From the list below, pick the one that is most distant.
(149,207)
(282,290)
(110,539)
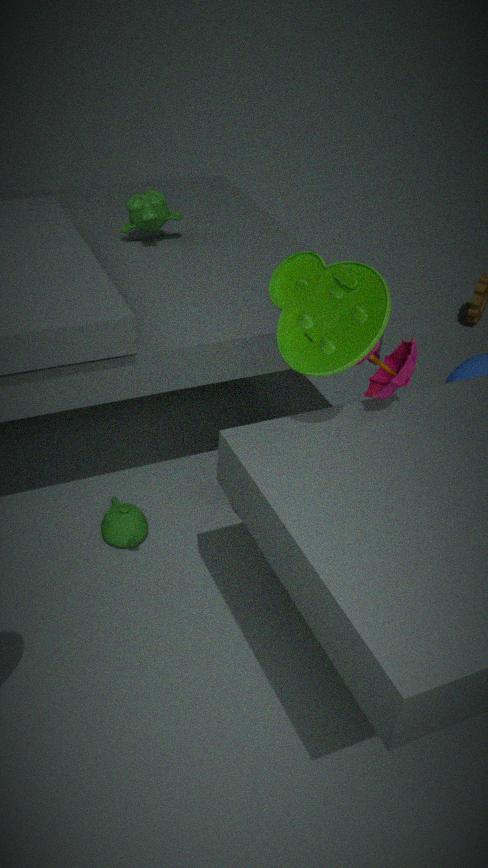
(149,207)
